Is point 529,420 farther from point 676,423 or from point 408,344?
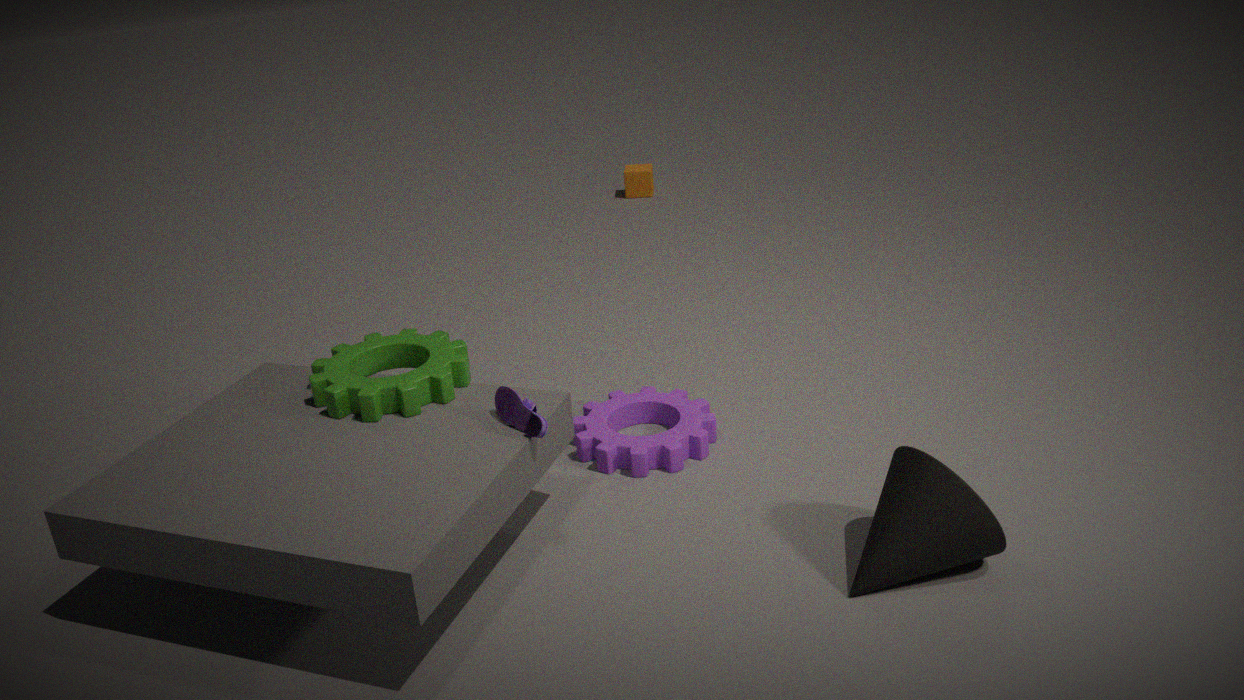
point 676,423
